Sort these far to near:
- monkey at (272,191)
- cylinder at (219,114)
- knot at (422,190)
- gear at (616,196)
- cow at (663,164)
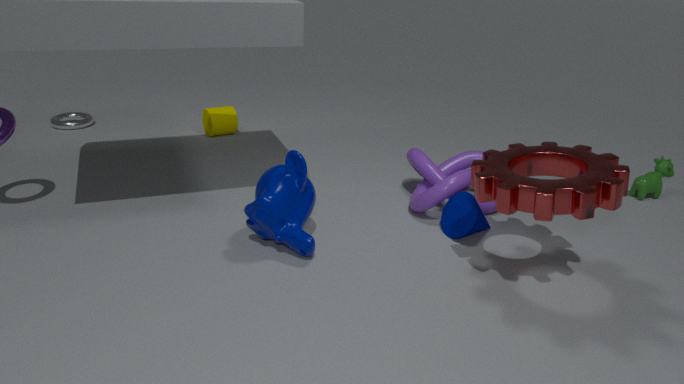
1. cylinder at (219,114)
2. cow at (663,164)
3. knot at (422,190)
4. monkey at (272,191)
5. gear at (616,196)
